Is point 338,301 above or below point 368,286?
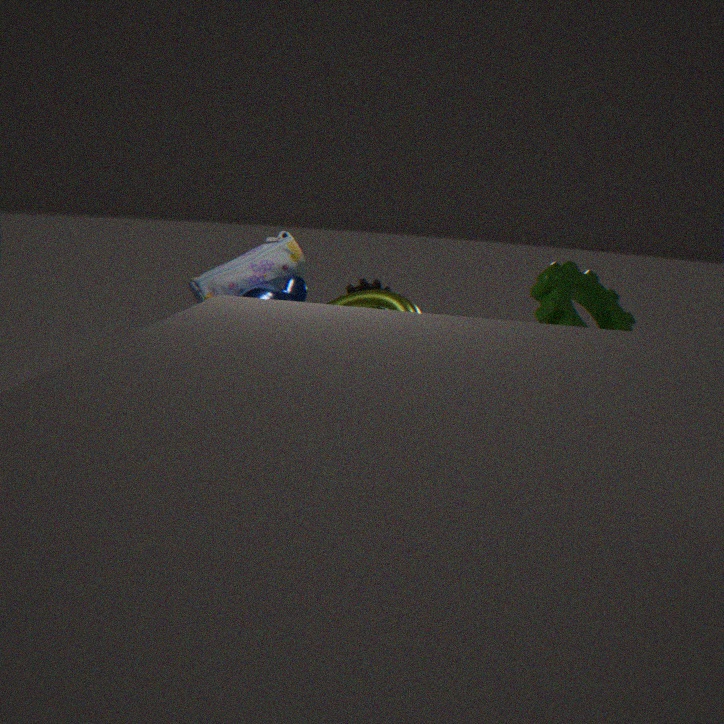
below
